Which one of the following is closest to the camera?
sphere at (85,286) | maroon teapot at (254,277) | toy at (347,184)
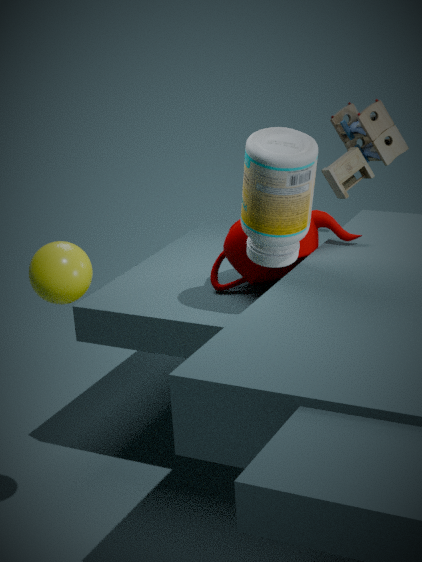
sphere at (85,286)
